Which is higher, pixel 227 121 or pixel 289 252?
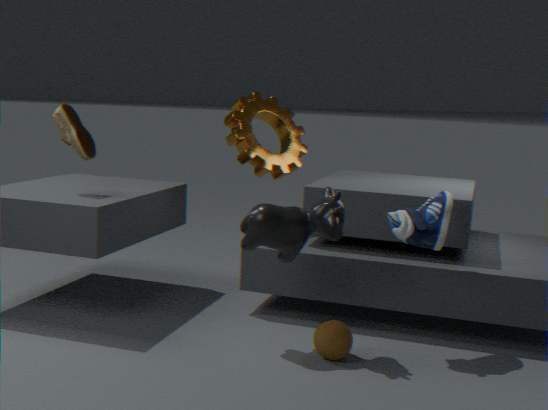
pixel 227 121
